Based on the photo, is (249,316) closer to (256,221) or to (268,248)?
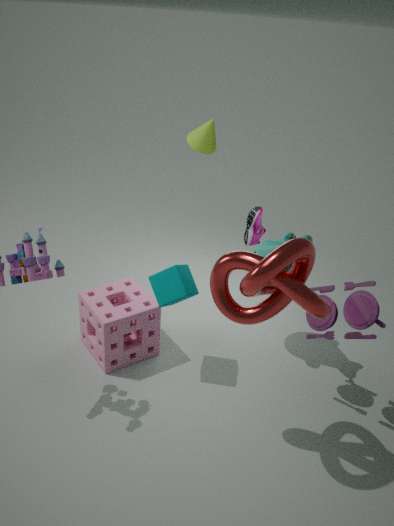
(268,248)
